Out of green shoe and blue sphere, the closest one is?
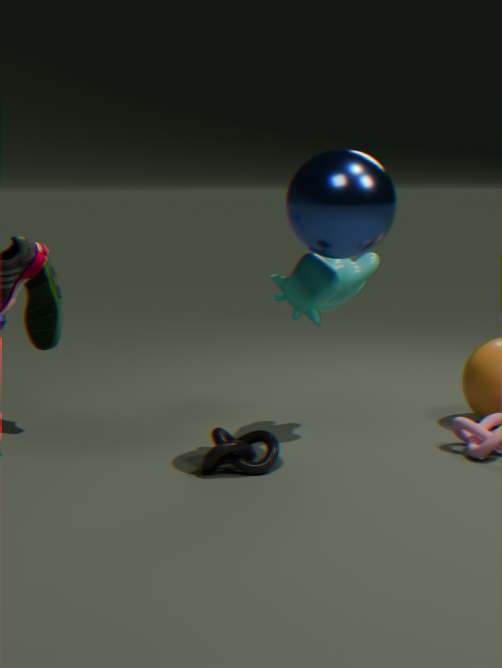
blue sphere
